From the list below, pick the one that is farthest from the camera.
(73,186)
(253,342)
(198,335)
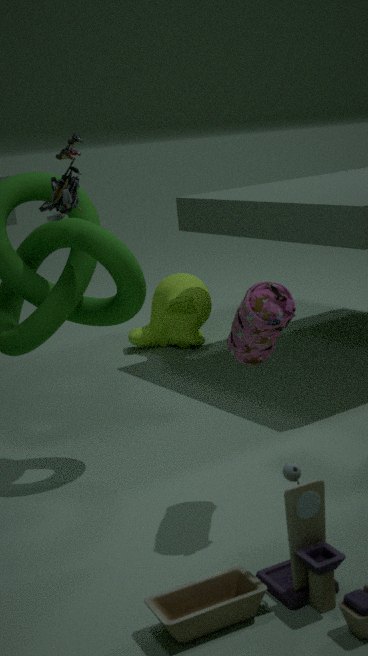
(198,335)
